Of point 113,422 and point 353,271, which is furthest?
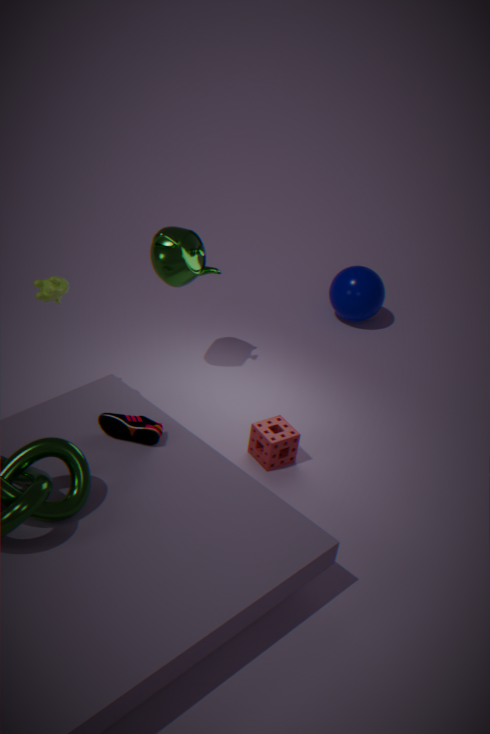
point 353,271
